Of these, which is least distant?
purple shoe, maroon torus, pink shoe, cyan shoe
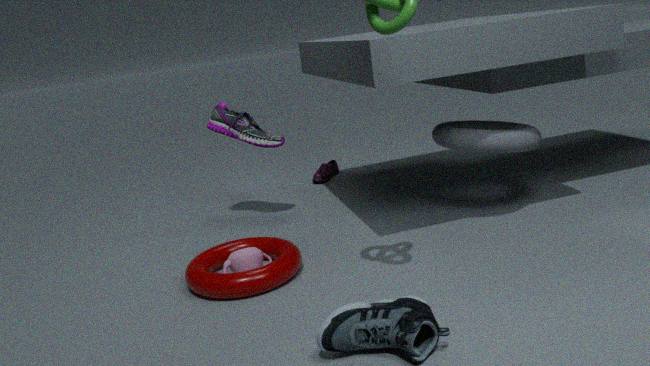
cyan shoe
